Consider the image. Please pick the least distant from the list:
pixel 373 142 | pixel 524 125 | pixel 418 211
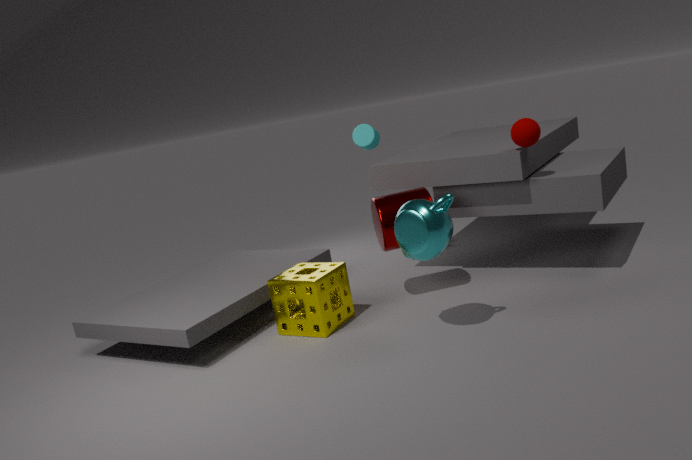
pixel 418 211
